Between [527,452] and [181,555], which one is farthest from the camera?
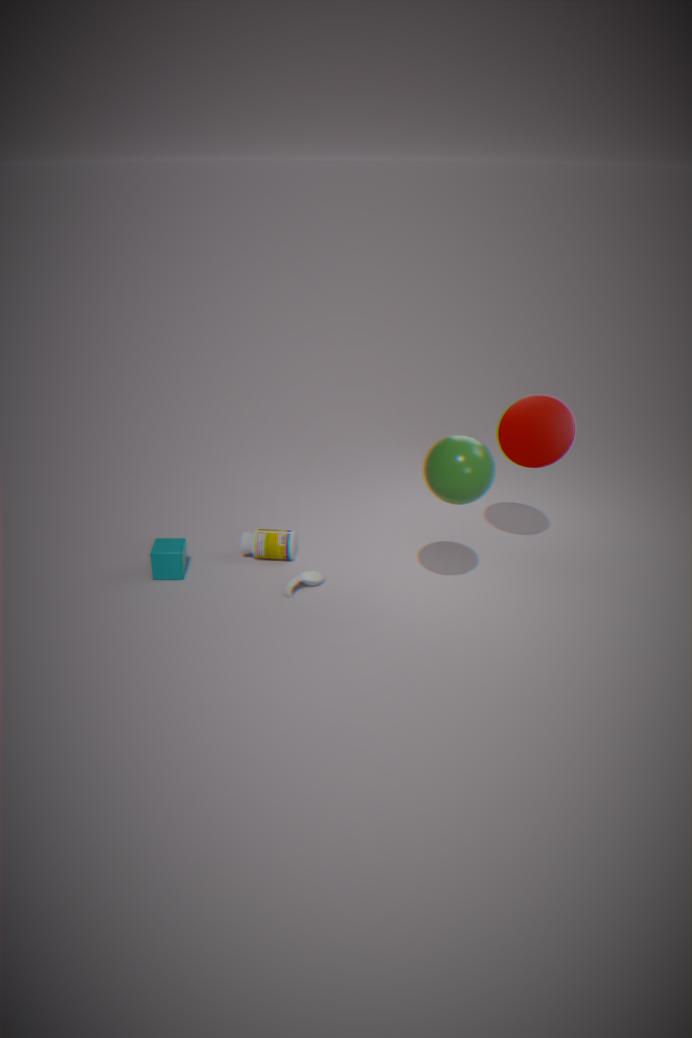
[181,555]
